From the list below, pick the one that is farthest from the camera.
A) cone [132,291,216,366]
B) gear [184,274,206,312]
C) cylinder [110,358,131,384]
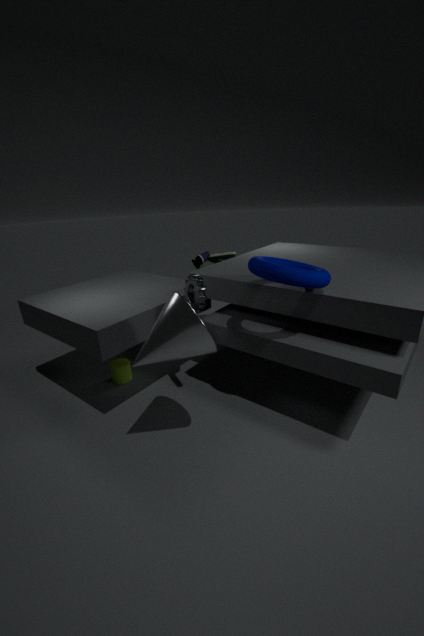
C. cylinder [110,358,131,384]
